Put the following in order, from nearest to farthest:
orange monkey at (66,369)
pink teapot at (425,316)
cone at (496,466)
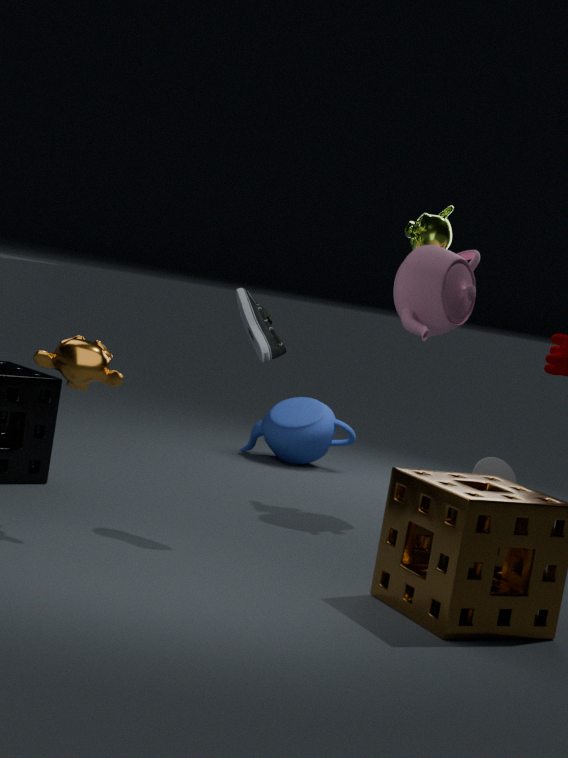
orange monkey at (66,369), pink teapot at (425,316), cone at (496,466)
